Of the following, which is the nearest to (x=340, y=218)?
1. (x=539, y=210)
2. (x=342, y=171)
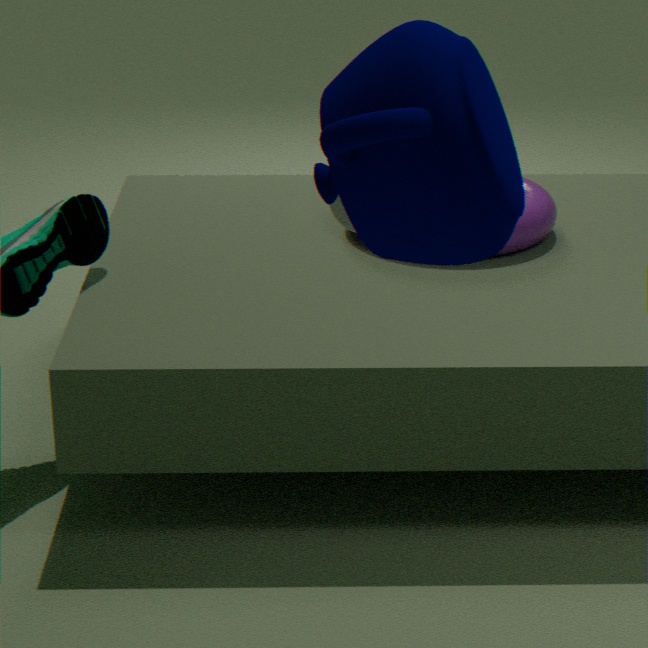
(x=342, y=171)
